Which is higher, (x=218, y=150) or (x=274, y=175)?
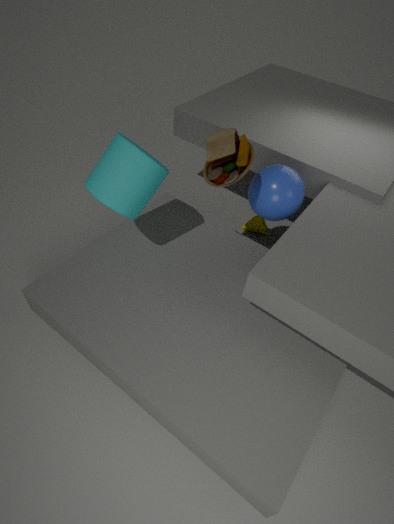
(x=218, y=150)
